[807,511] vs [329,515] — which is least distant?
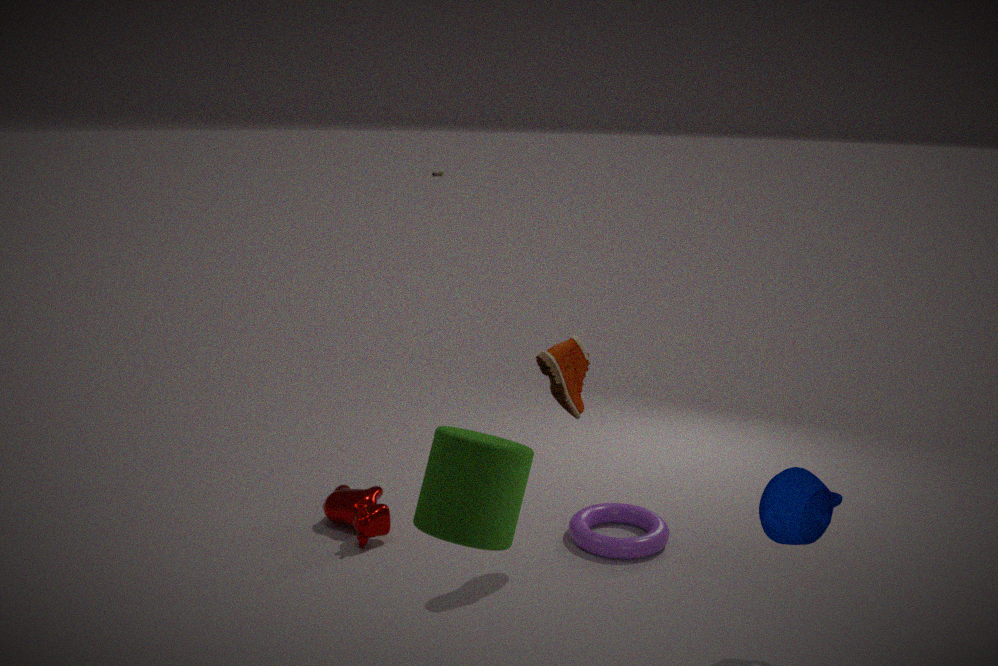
[807,511]
